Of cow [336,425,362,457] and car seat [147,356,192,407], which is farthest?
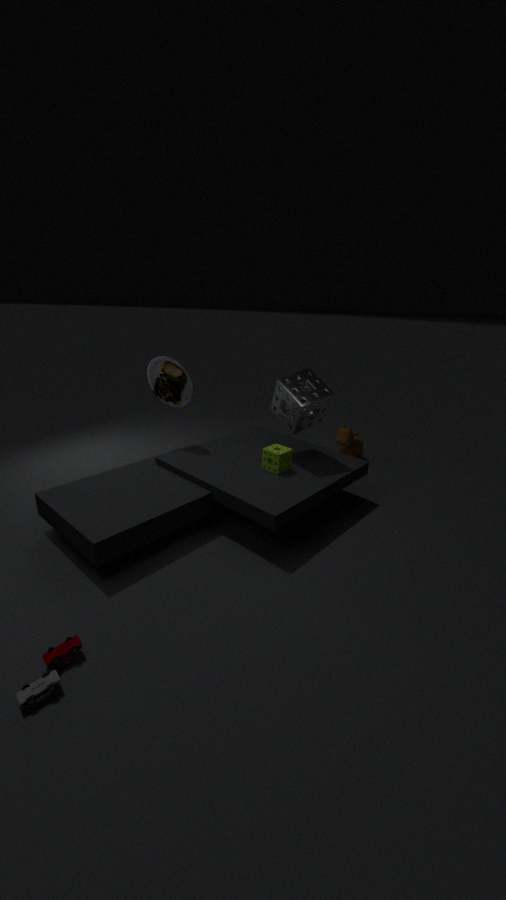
cow [336,425,362,457]
